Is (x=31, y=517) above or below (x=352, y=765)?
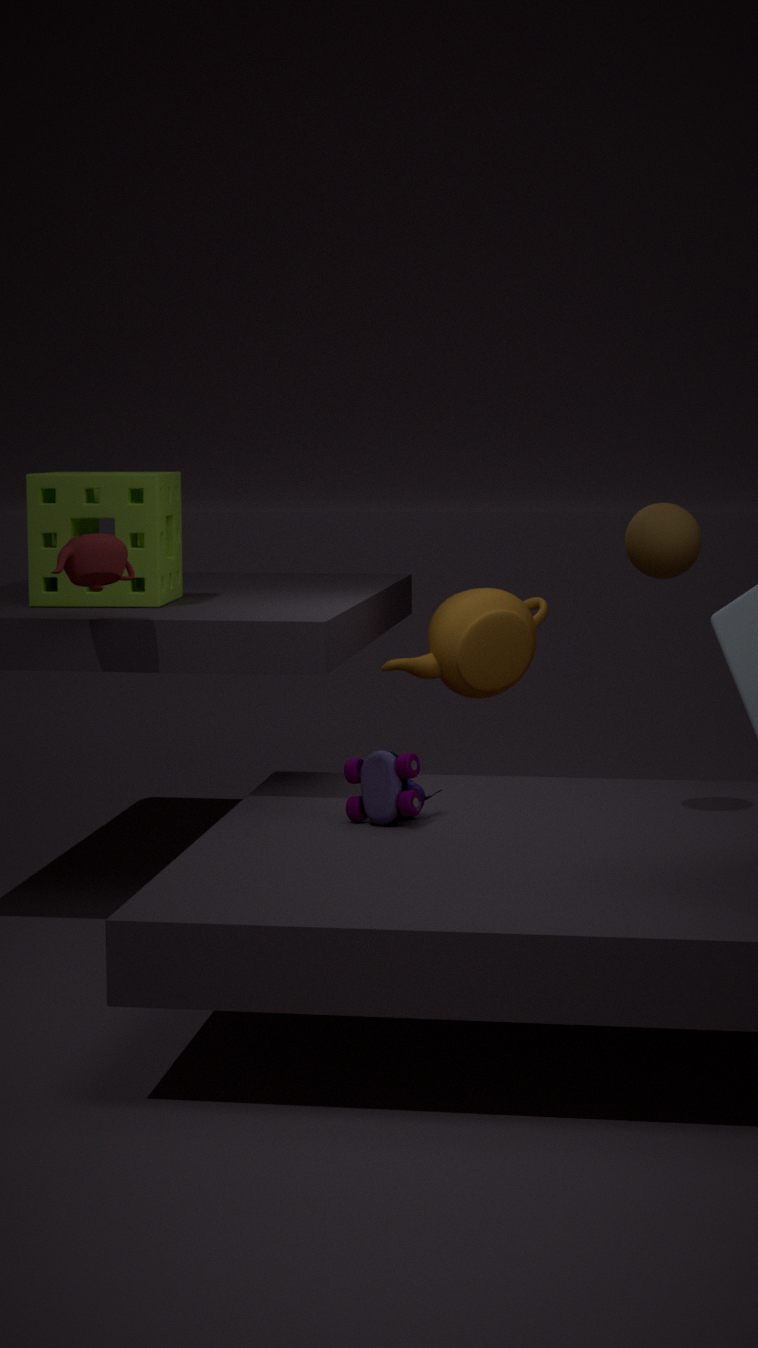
above
